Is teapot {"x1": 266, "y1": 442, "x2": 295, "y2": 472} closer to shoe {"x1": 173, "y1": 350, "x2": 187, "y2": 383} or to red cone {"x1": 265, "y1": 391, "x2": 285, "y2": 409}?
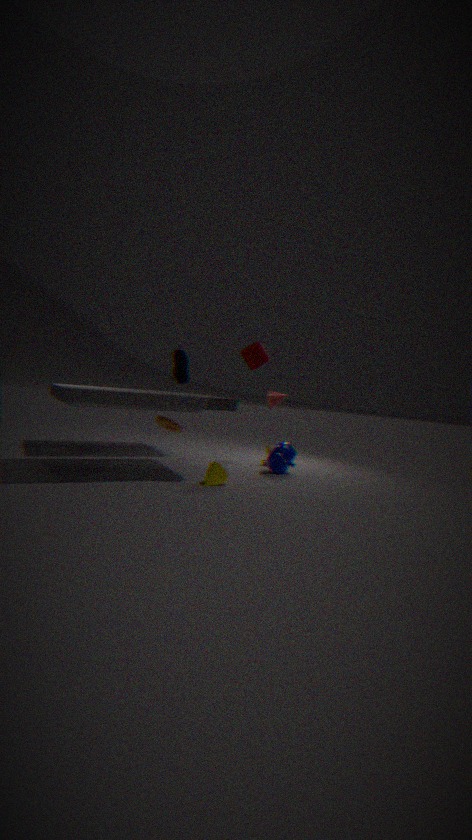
red cone {"x1": 265, "y1": 391, "x2": 285, "y2": 409}
